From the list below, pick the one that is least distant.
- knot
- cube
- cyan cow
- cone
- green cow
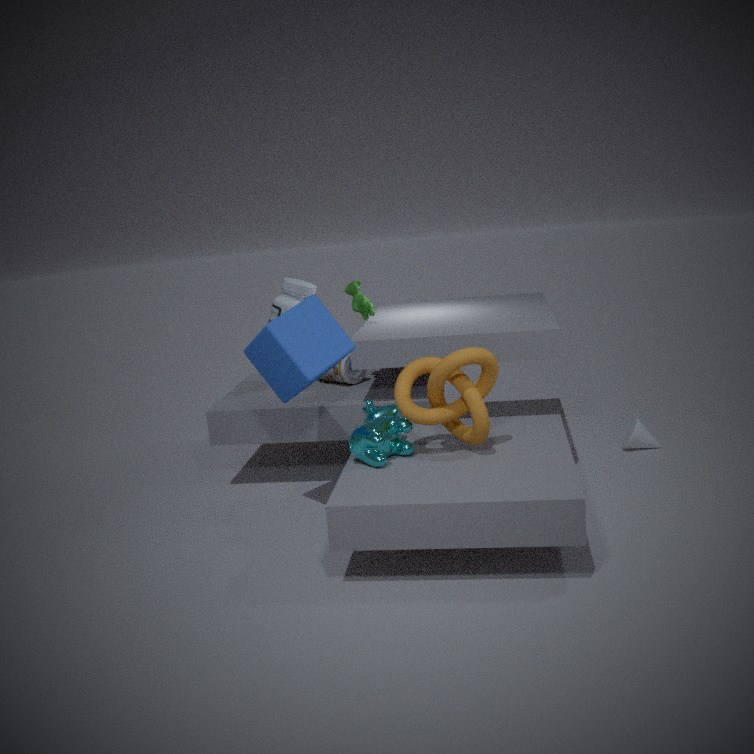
knot
